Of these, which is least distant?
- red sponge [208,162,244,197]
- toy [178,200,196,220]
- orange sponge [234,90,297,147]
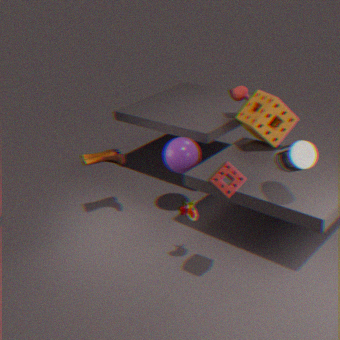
red sponge [208,162,244,197]
